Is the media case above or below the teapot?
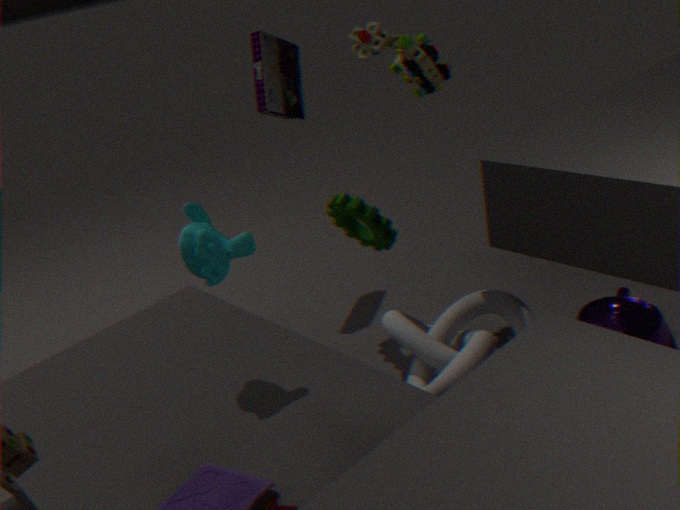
above
